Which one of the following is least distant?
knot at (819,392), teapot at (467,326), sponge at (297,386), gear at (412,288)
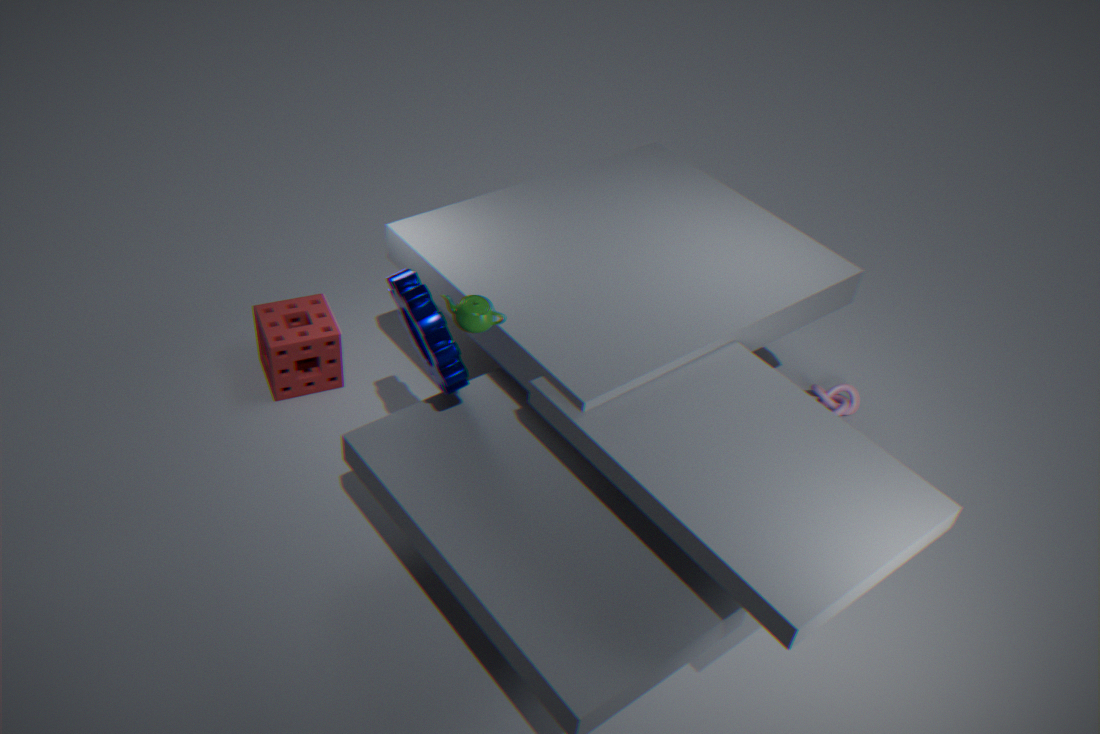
gear at (412,288)
